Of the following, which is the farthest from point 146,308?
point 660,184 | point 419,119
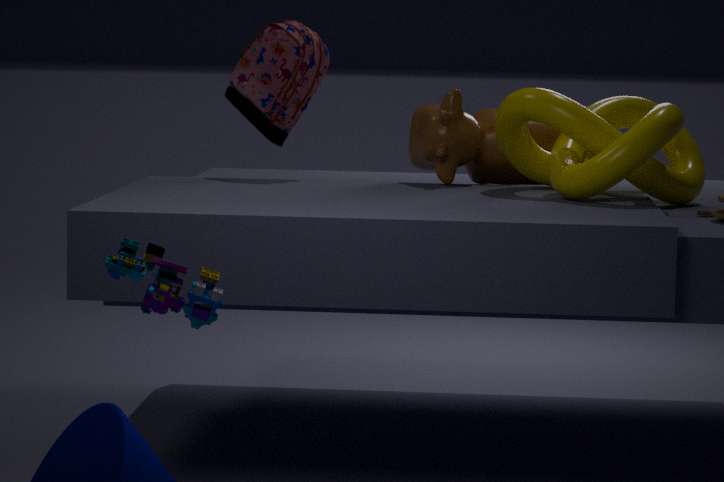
point 419,119
